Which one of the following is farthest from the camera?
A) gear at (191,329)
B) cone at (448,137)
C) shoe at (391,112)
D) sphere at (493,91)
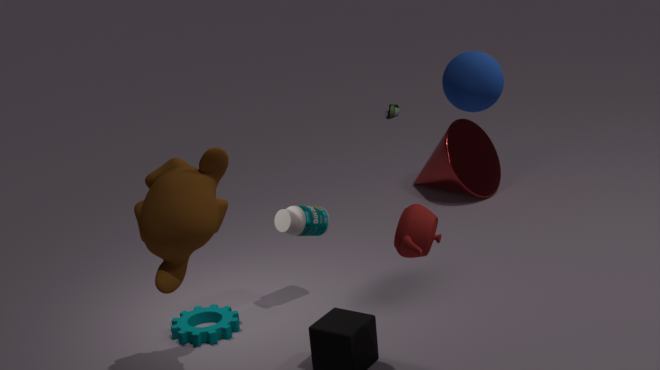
shoe at (391,112)
